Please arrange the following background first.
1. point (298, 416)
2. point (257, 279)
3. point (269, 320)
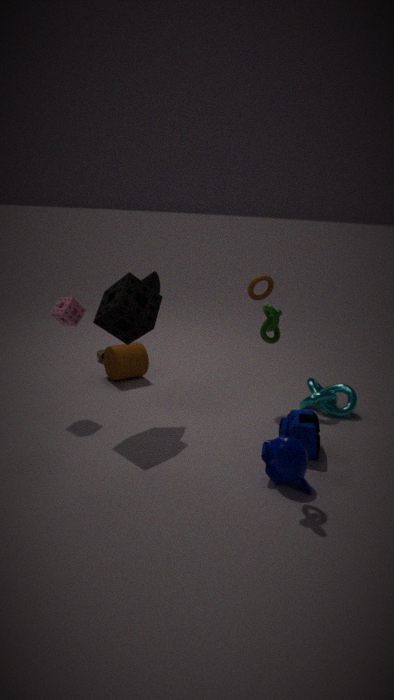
1. point (257, 279)
2. point (298, 416)
3. point (269, 320)
